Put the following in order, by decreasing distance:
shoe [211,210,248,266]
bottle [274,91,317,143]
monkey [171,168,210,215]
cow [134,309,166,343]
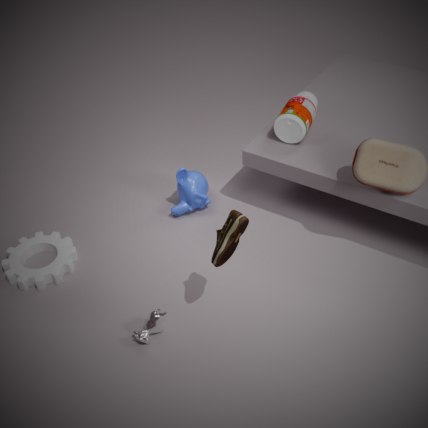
monkey [171,168,210,215]
bottle [274,91,317,143]
cow [134,309,166,343]
shoe [211,210,248,266]
